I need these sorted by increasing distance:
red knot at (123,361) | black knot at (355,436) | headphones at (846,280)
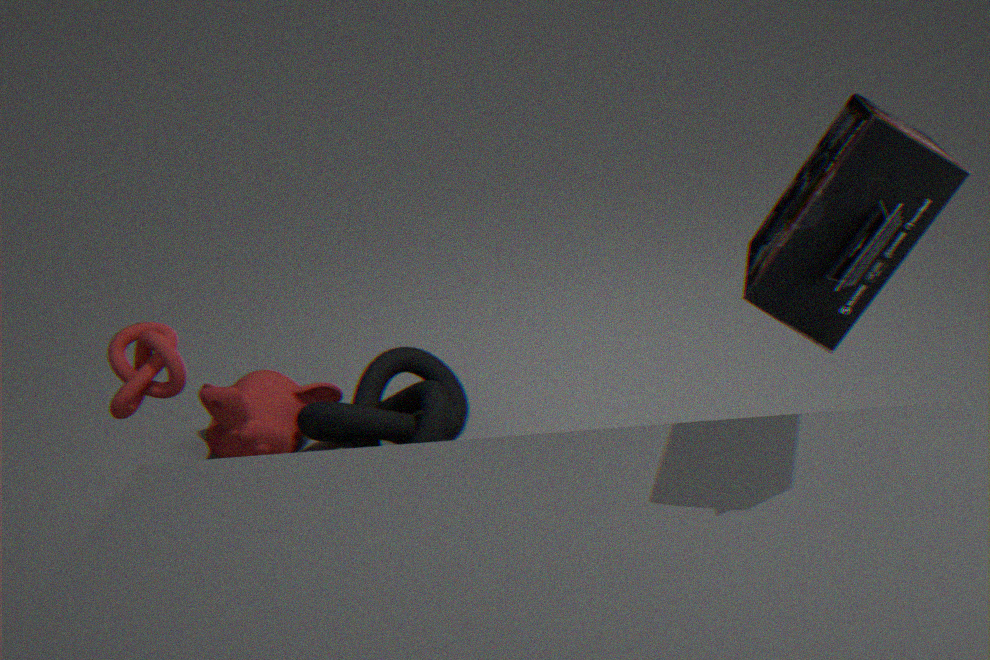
headphones at (846,280), red knot at (123,361), black knot at (355,436)
